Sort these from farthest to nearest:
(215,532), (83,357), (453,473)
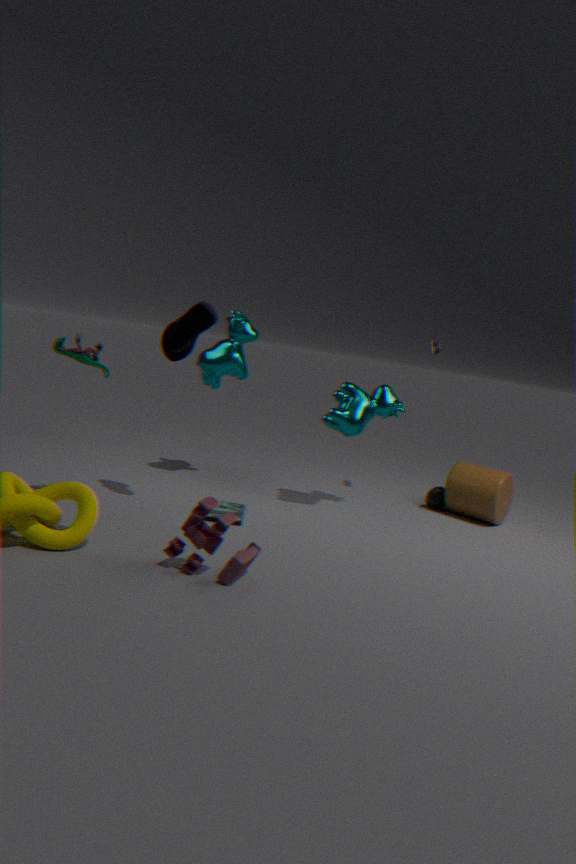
(453,473), (83,357), (215,532)
